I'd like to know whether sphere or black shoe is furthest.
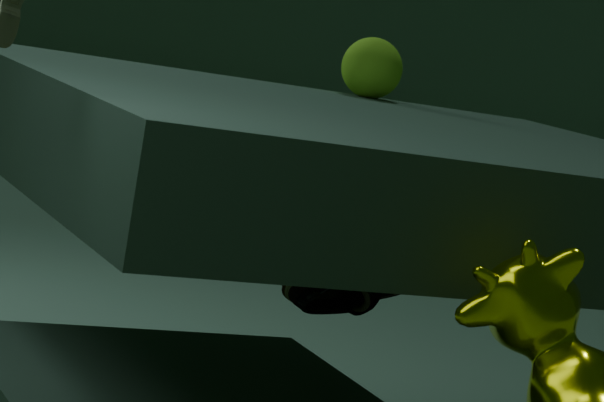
sphere
